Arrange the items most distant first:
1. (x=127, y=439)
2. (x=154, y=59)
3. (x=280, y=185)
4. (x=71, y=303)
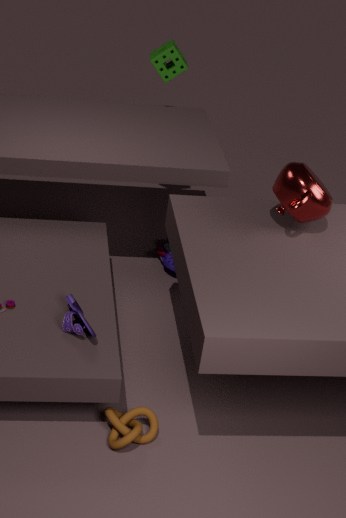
(x=154, y=59) < (x=280, y=185) < (x=71, y=303) < (x=127, y=439)
